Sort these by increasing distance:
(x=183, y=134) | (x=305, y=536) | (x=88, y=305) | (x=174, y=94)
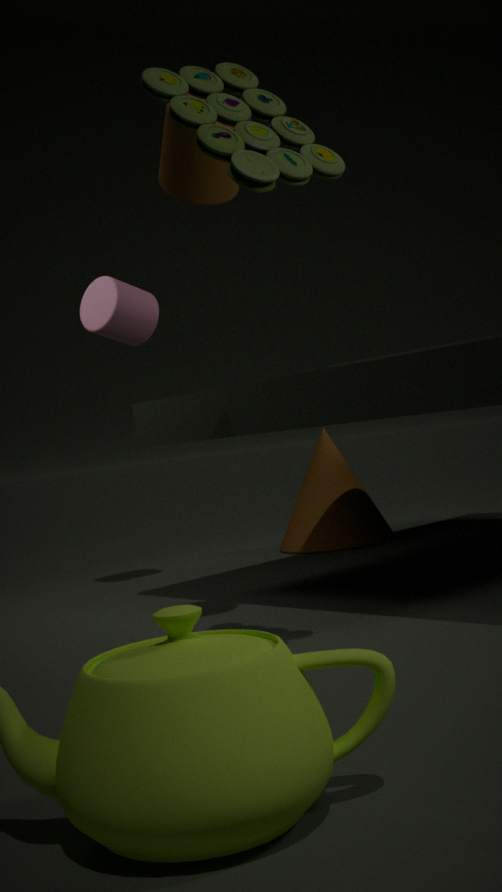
1. (x=174, y=94)
2. (x=183, y=134)
3. (x=88, y=305)
4. (x=305, y=536)
